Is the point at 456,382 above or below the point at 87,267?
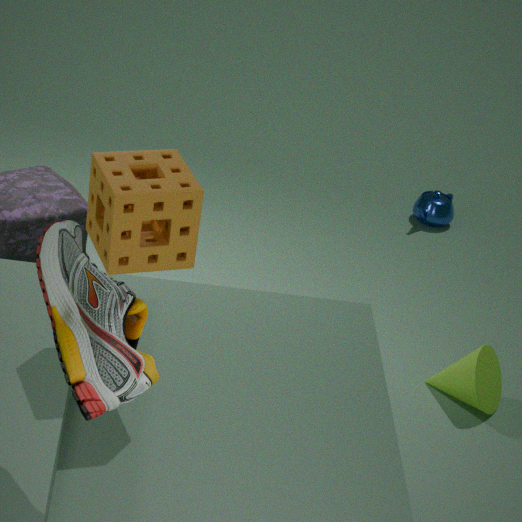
below
